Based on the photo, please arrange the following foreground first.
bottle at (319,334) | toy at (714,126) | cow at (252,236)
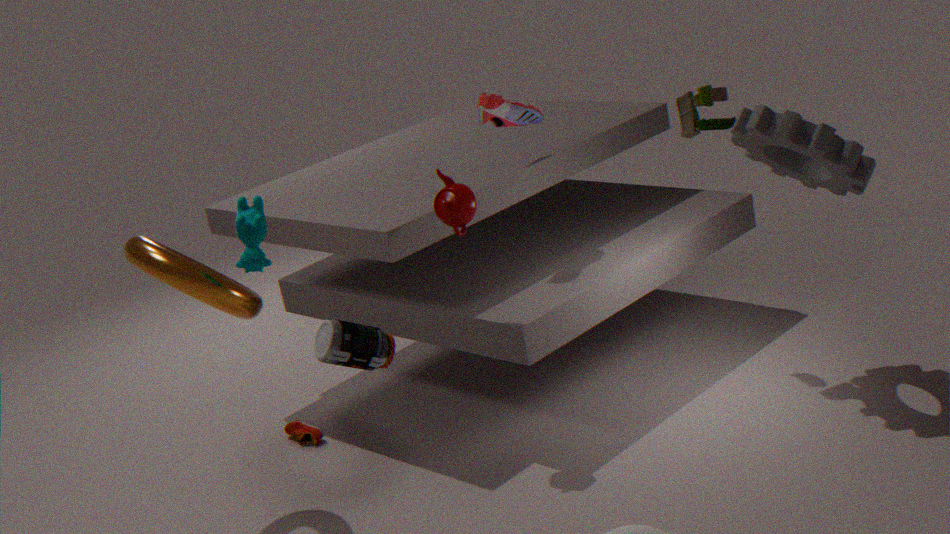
1. bottle at (319,334)
2. cow at (252,236)
3. toy at (714,126)
